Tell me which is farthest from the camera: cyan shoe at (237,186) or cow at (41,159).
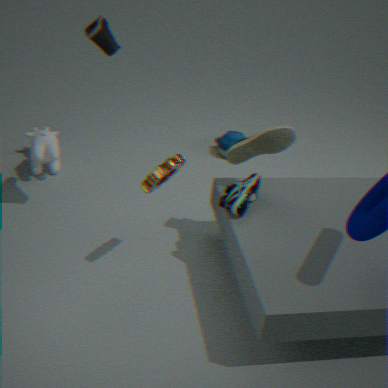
cow at (41,159)
